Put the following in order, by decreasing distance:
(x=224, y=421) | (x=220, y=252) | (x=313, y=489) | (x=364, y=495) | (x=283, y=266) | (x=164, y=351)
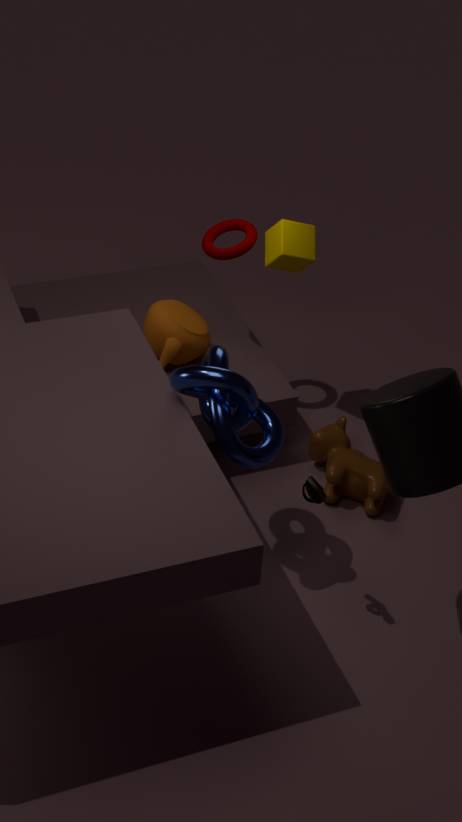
(x=283, y=266), (x=220, y=252), (x=164, y=351), (x=364, y=495), (x=313, y=489), (x=224, y=421)
